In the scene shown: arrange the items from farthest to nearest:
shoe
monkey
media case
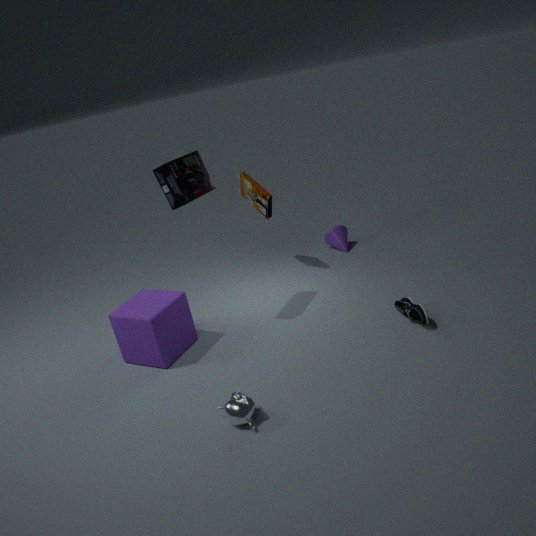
media case < shoe < monkey
